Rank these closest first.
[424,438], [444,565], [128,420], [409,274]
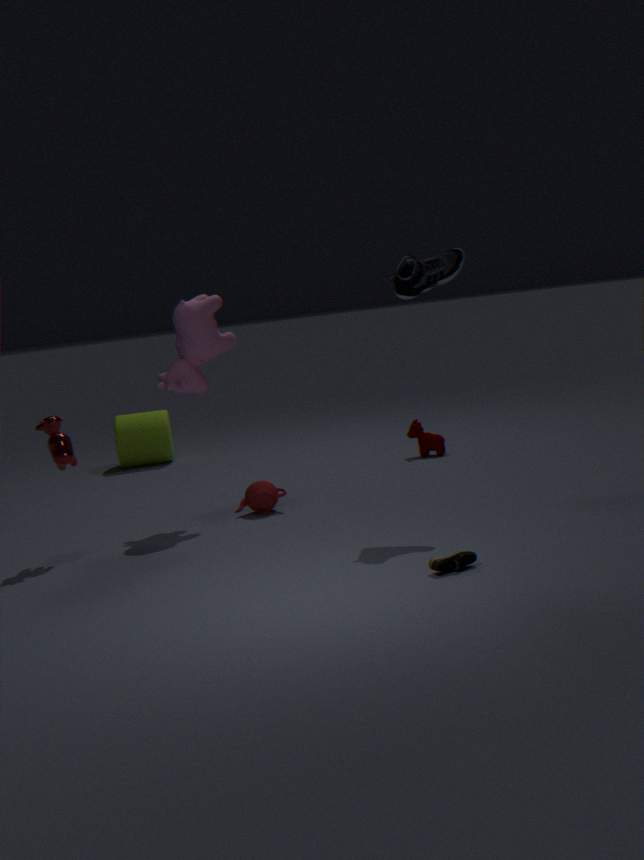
[444,565]
[409,274]
[424,438]
[128,420]
